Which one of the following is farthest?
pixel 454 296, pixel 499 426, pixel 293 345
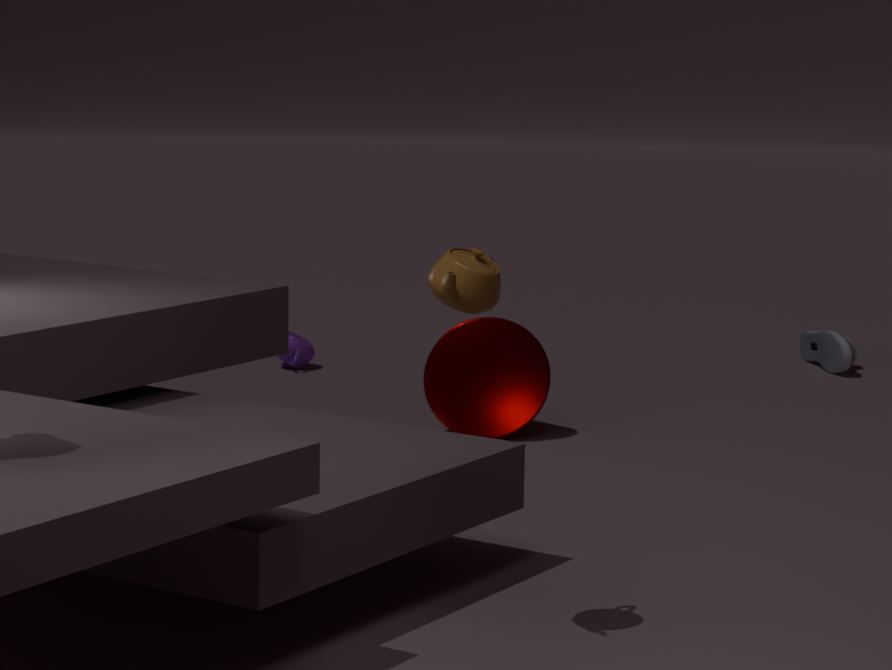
pixel 293 345
